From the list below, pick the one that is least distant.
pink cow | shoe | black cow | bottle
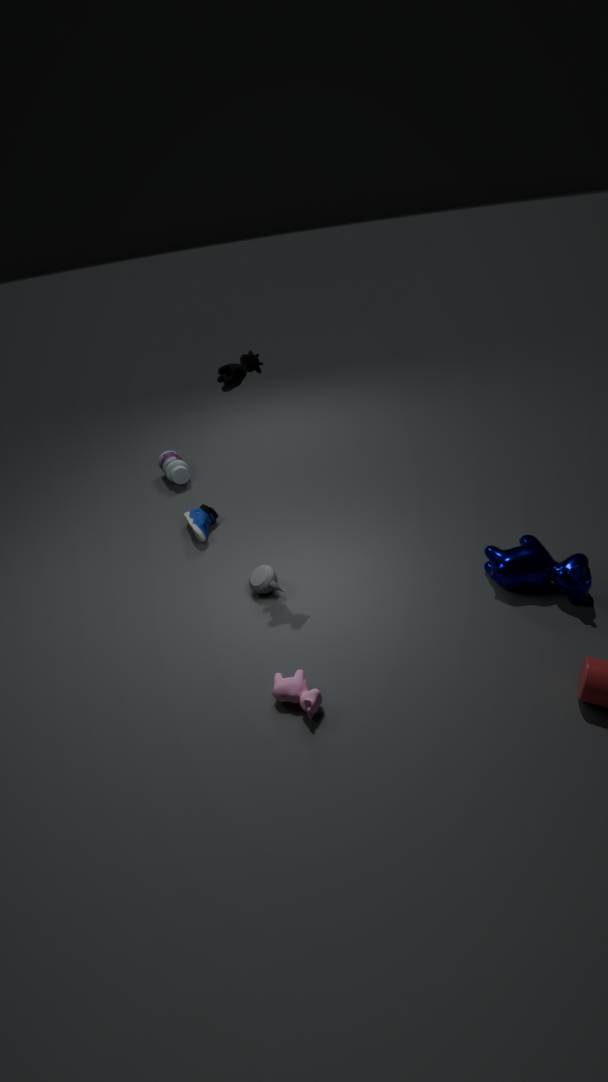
pink cow
